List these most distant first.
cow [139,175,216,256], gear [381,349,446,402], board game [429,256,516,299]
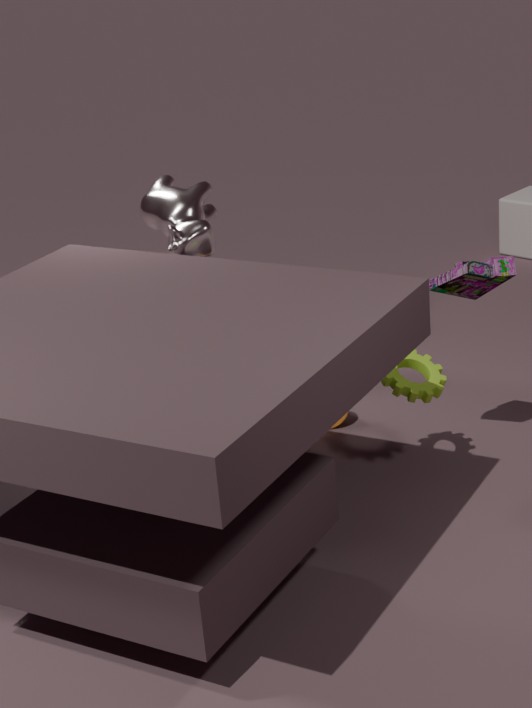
cow [139,175,216,256] → gear [381,349,446,402] → board game [429,256,516,299]
